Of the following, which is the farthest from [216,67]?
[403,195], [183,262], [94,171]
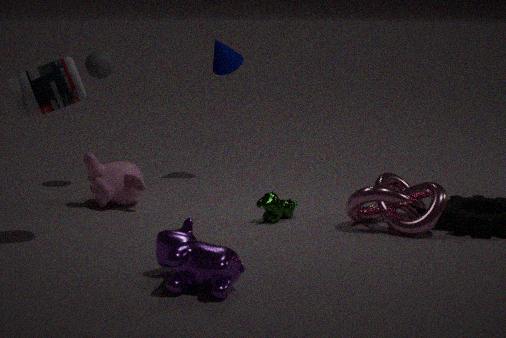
[183,262]
